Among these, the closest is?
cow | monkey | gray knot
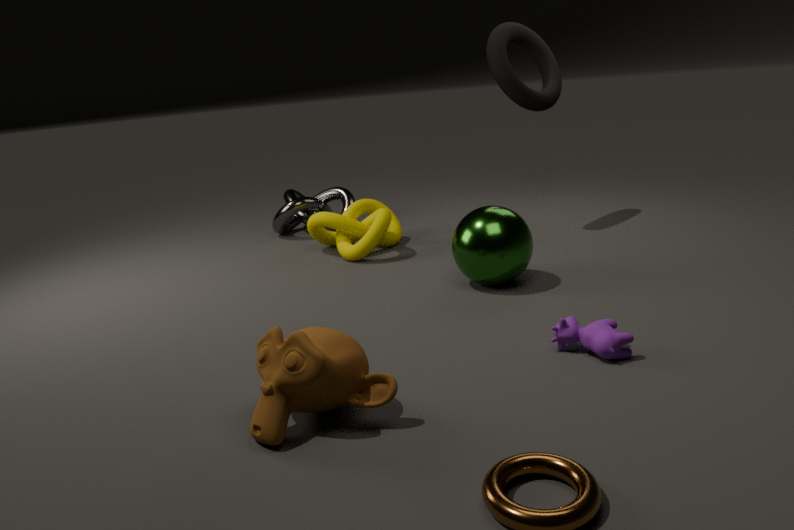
monkey
